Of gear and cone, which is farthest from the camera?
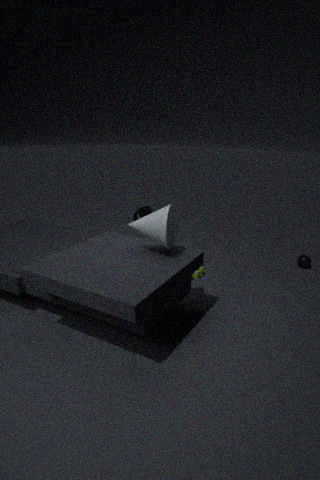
gear
